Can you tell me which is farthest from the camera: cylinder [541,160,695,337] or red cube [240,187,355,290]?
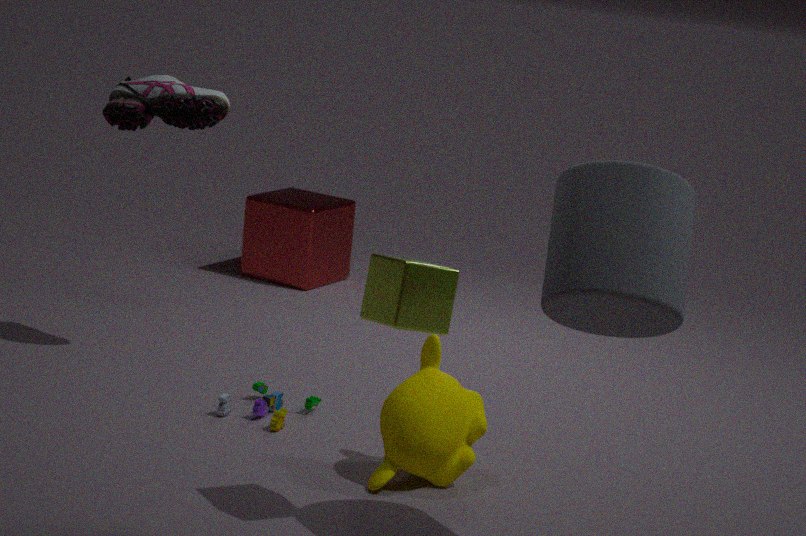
red cube [240,187,355,290]
